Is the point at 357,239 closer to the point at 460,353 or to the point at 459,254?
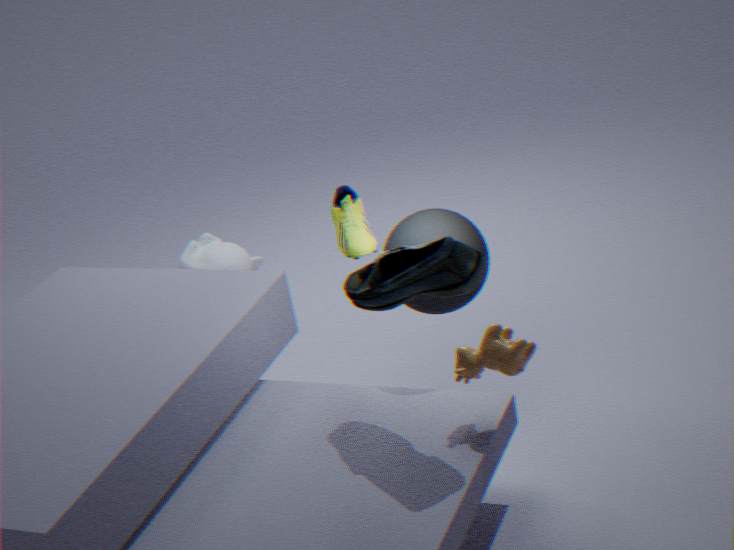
the point at 459,254
